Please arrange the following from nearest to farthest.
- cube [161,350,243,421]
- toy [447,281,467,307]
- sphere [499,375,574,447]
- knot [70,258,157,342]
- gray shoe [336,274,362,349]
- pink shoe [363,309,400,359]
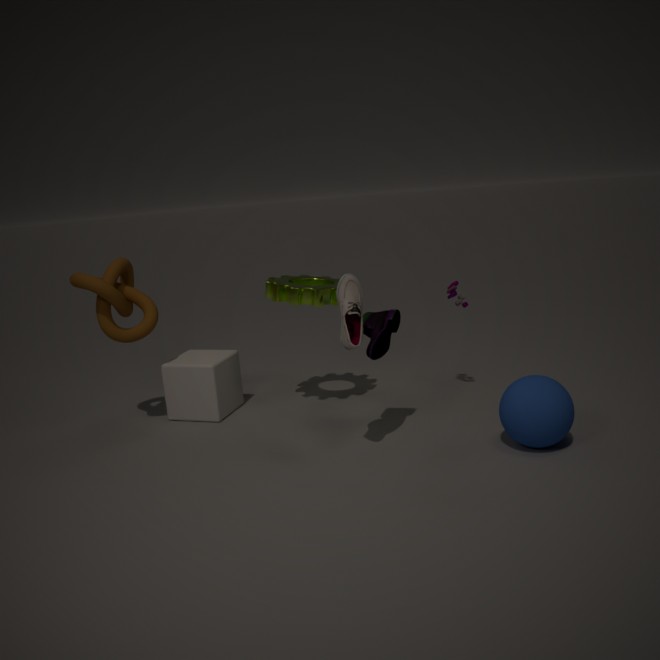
gray shoe [336,274,362,349], sphere [499,375,574,447], pink shoe [363,309,400,359], knot [70,258,157,342], cube [161,350,243,421], toy [447,281,467,307]
